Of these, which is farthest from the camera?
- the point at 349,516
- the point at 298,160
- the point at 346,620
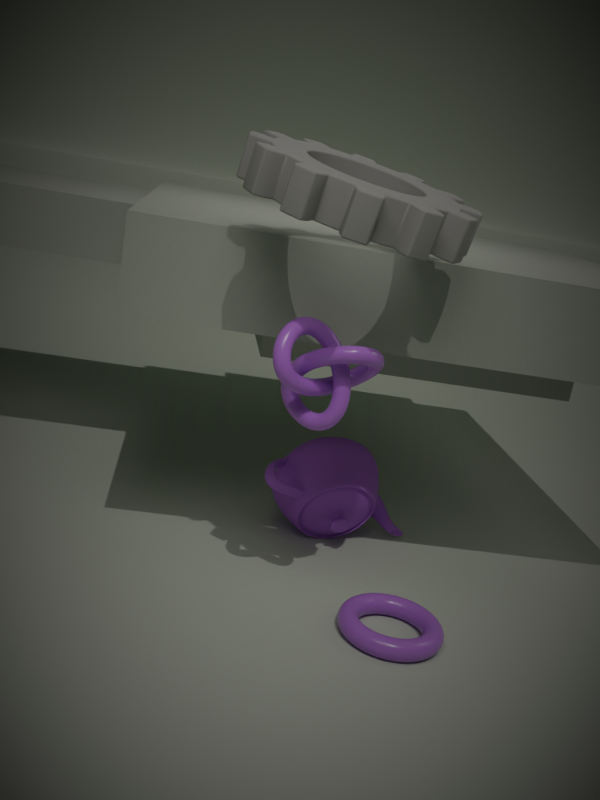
the point at 349,516
